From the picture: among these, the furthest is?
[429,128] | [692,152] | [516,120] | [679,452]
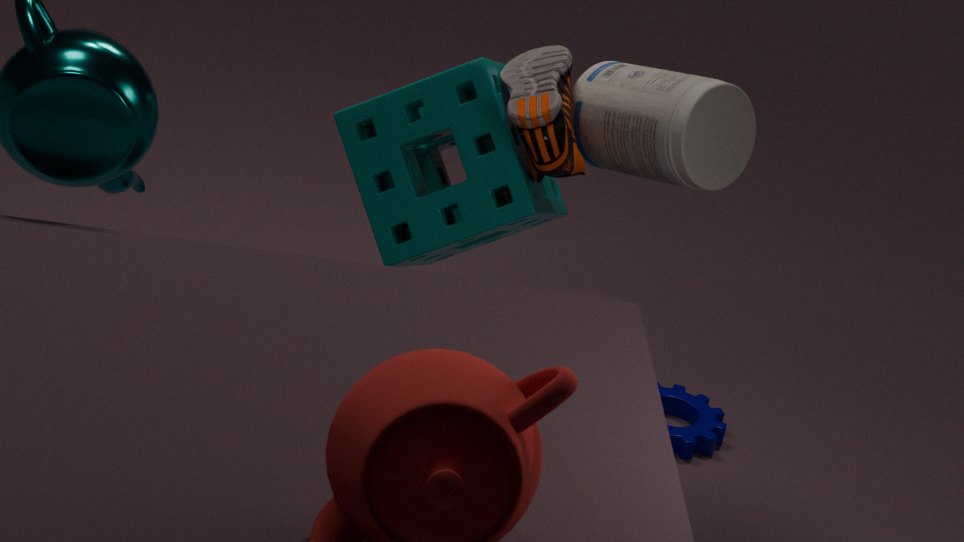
[679,452]
